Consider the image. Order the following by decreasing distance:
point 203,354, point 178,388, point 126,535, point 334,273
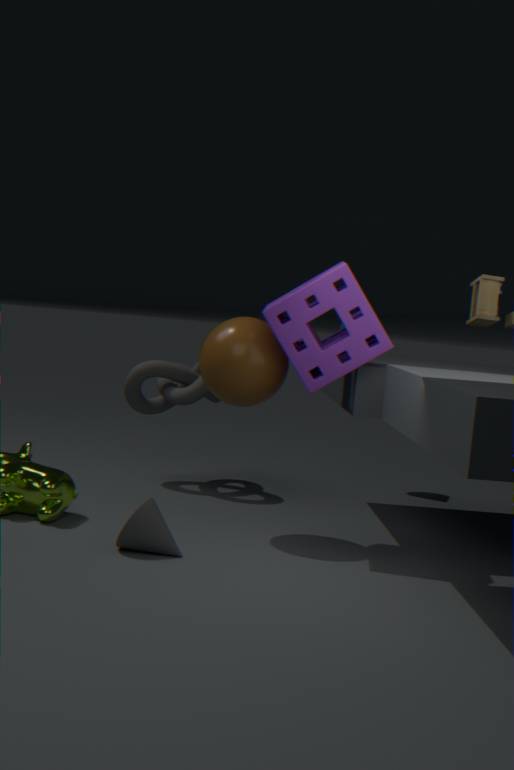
point 178,388 → point 203,354 → point 334,273 → point 126,535
